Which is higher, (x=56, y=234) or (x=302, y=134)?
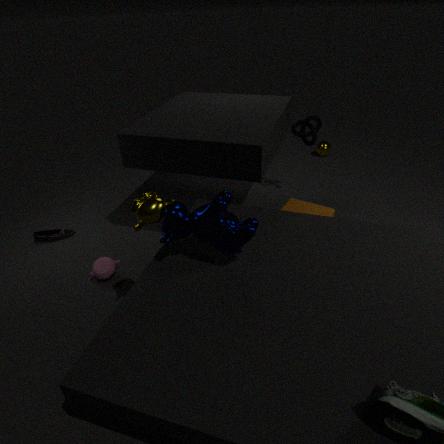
(x=302, y=134)
